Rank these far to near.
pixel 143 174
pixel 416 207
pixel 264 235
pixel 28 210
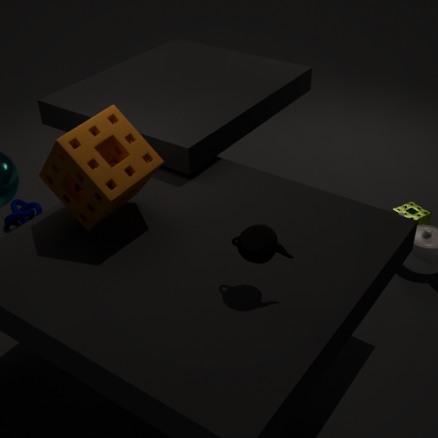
pixel 28 210
pixel 416 207
pixel 143 174
pixel 264 235
